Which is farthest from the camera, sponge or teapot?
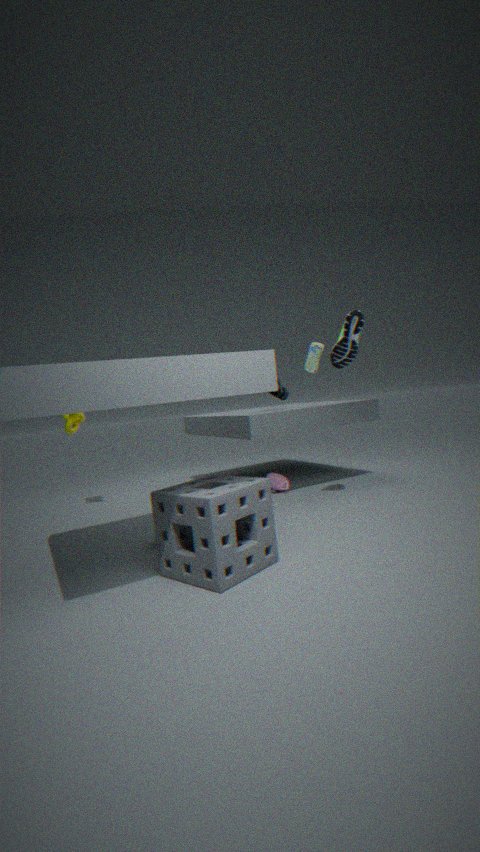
teapot
